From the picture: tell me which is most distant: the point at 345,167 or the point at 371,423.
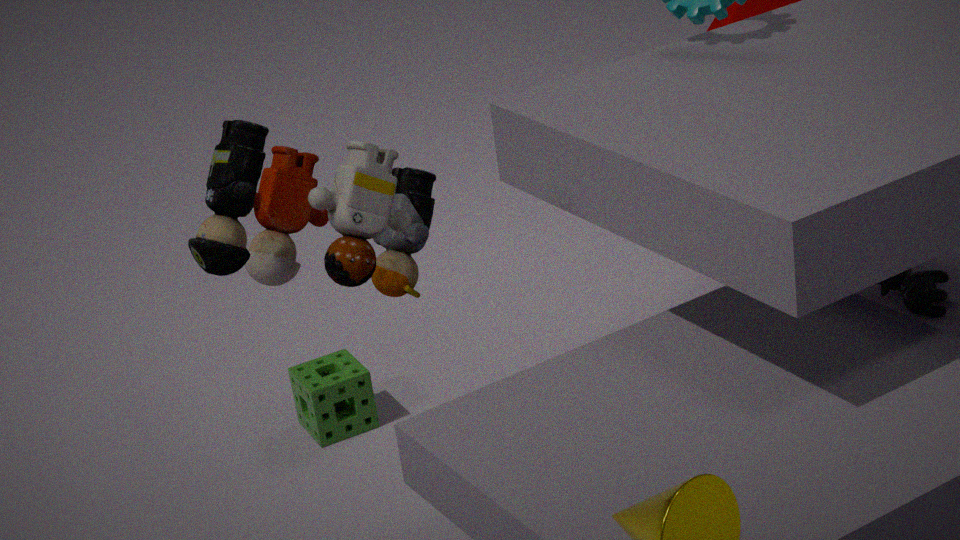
the point at 371,423
